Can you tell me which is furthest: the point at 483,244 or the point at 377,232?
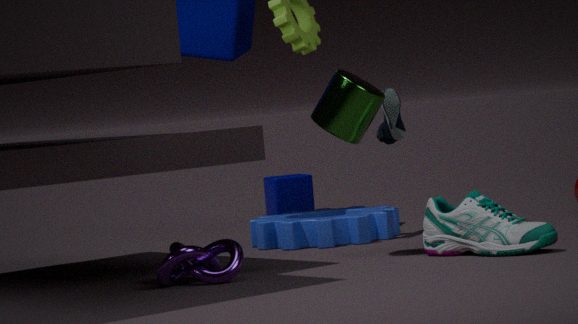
the point at 377,232
